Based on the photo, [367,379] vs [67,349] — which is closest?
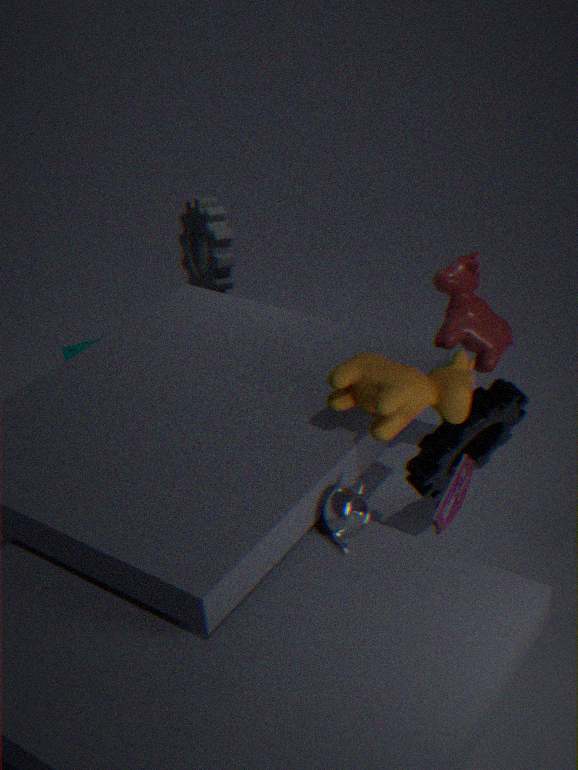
[367,379]
